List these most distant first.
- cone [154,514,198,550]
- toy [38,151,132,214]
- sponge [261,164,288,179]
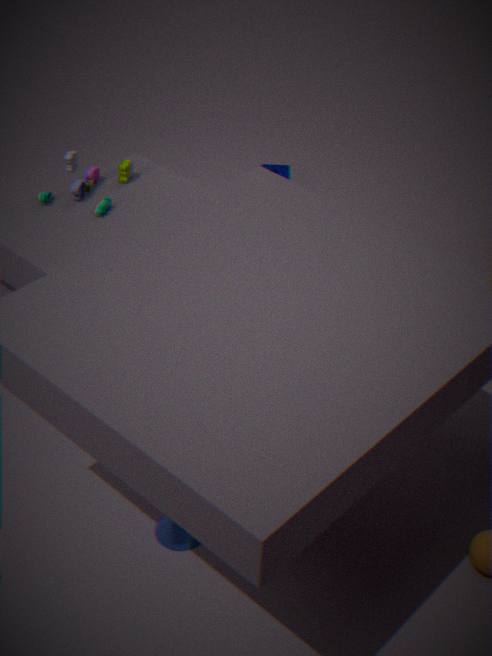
sponge [261,164,288,179] → toy [38,151,132,214] → cone [154,514,198,550]
